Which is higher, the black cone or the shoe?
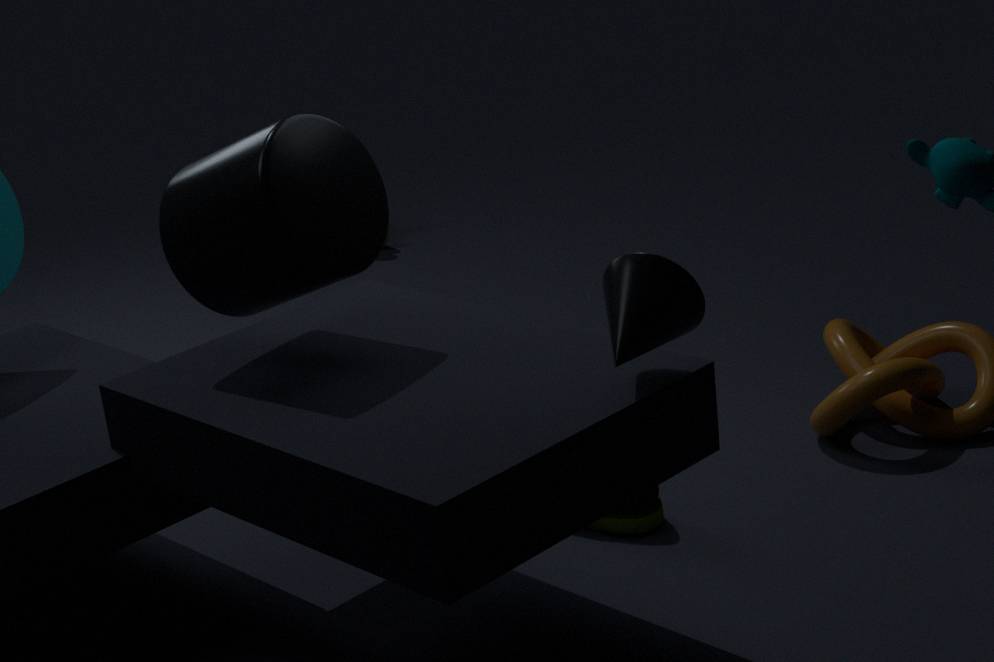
the black cone
